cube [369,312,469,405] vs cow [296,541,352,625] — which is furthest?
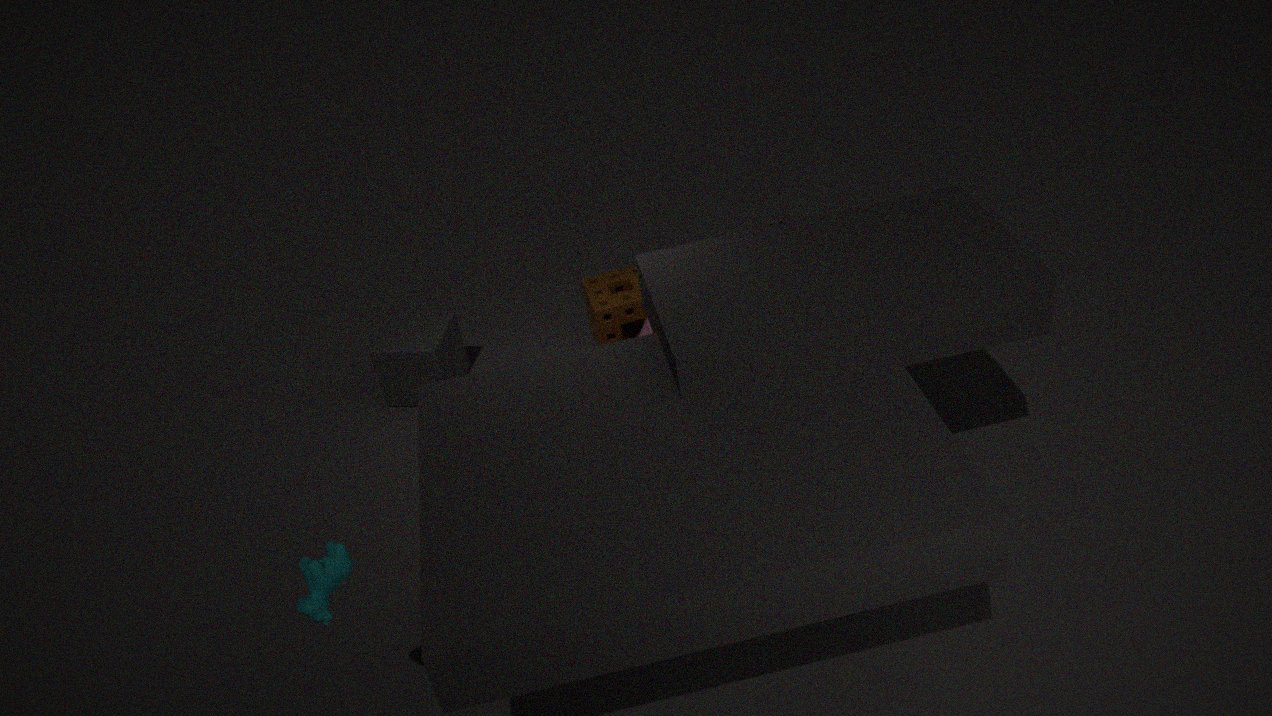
A: cube [369,312,469,405]
